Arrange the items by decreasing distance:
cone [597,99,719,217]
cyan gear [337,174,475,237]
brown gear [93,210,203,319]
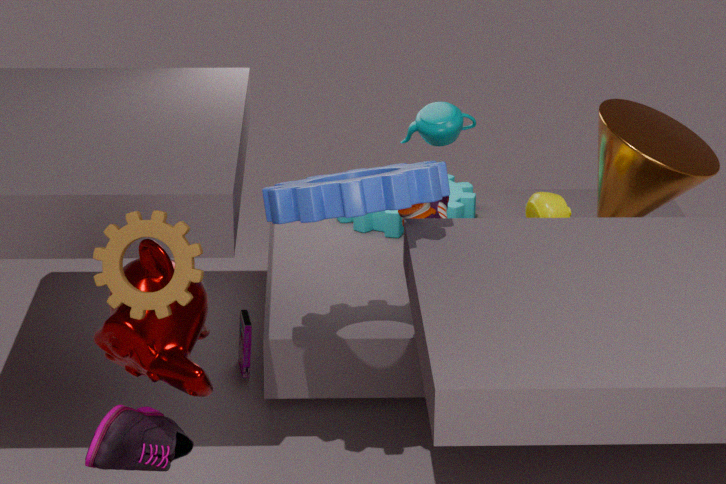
cyan gear [337,174,475,237]
cone [597,99,719,217]
brown gear [93,210,203,319]
